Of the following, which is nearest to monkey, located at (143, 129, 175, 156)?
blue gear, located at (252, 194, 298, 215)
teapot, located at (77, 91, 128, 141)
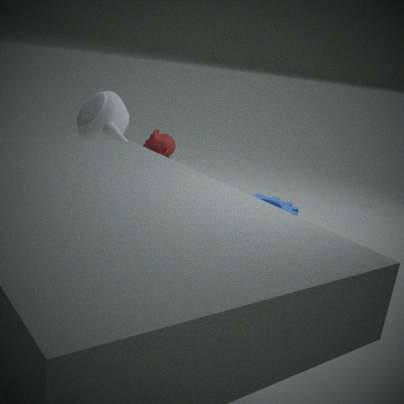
blue gear, located at (252, 194, 298, 215)
